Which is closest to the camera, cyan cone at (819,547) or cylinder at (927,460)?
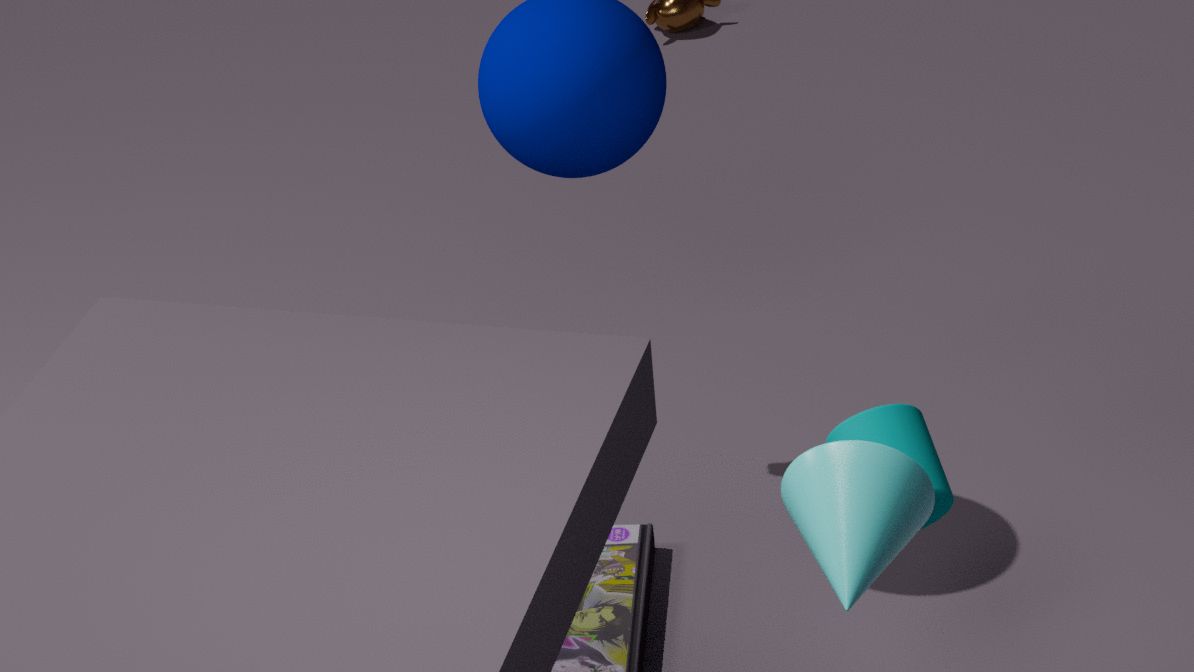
cyan cone at (819,547)
